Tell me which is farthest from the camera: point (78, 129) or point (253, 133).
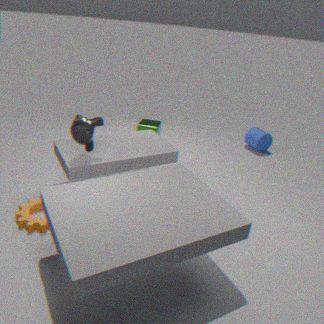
point (253, 133)
